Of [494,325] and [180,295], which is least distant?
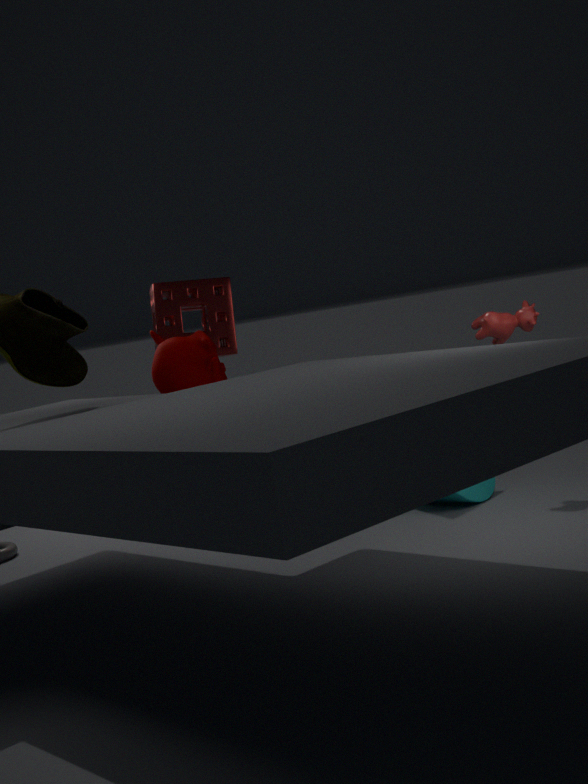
[494,325]
